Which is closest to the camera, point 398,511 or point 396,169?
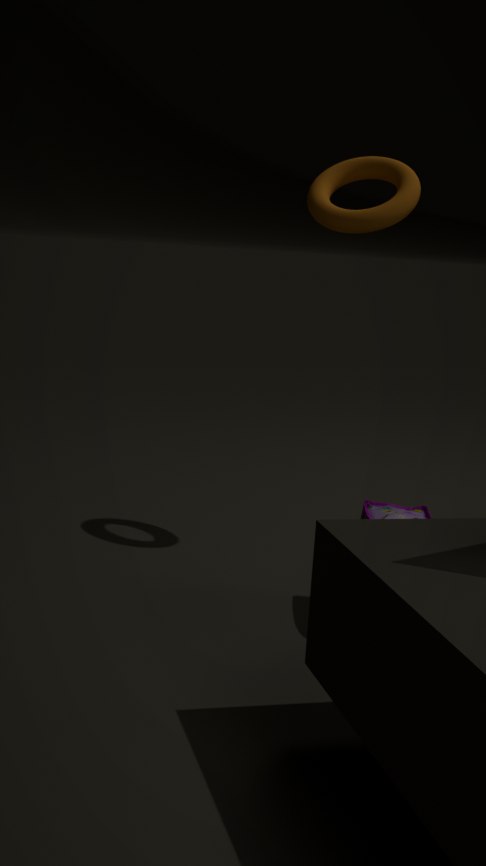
point 398,511
